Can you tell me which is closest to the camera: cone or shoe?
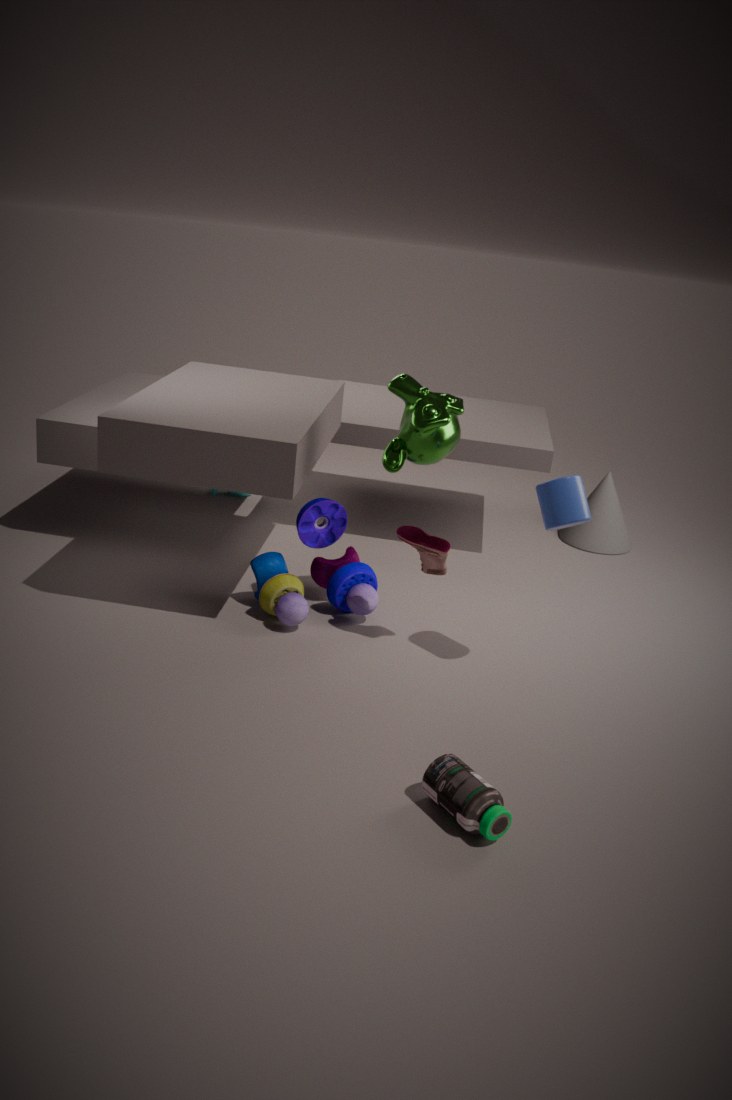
shoe
